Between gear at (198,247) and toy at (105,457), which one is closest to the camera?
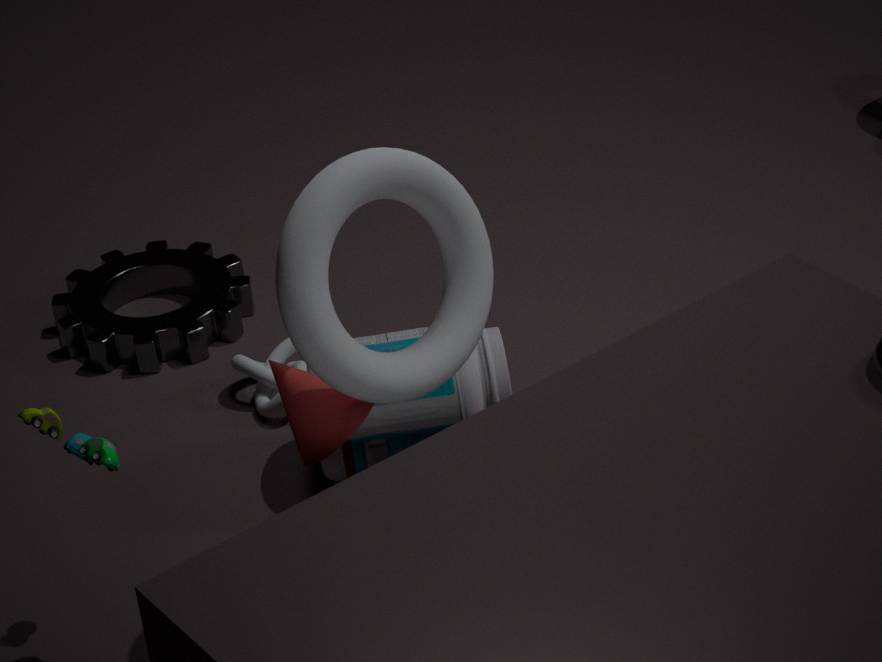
toy at (105,457)
